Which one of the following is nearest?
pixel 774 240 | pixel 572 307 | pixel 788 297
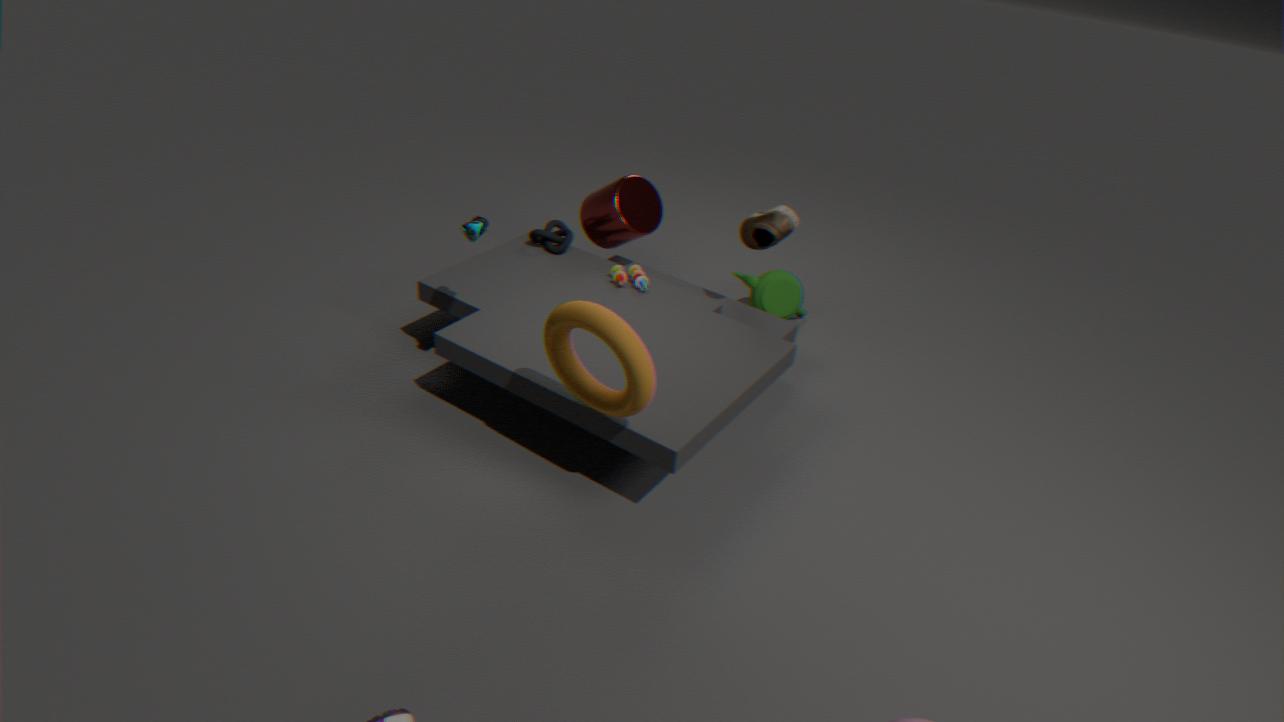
pixel 572 307
